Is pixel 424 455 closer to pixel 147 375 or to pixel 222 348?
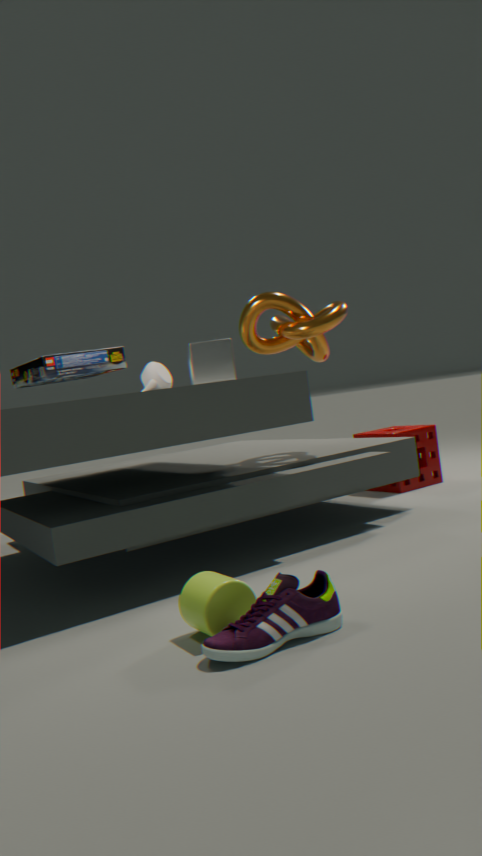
pixel 147 375
